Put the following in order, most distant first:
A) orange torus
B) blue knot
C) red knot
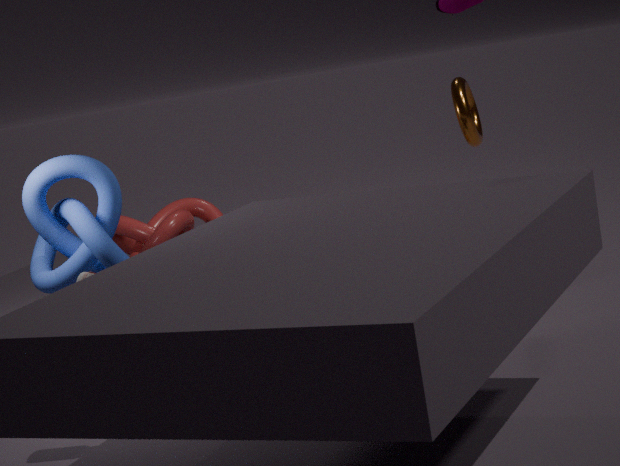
red knot
orange torus
blue knot
